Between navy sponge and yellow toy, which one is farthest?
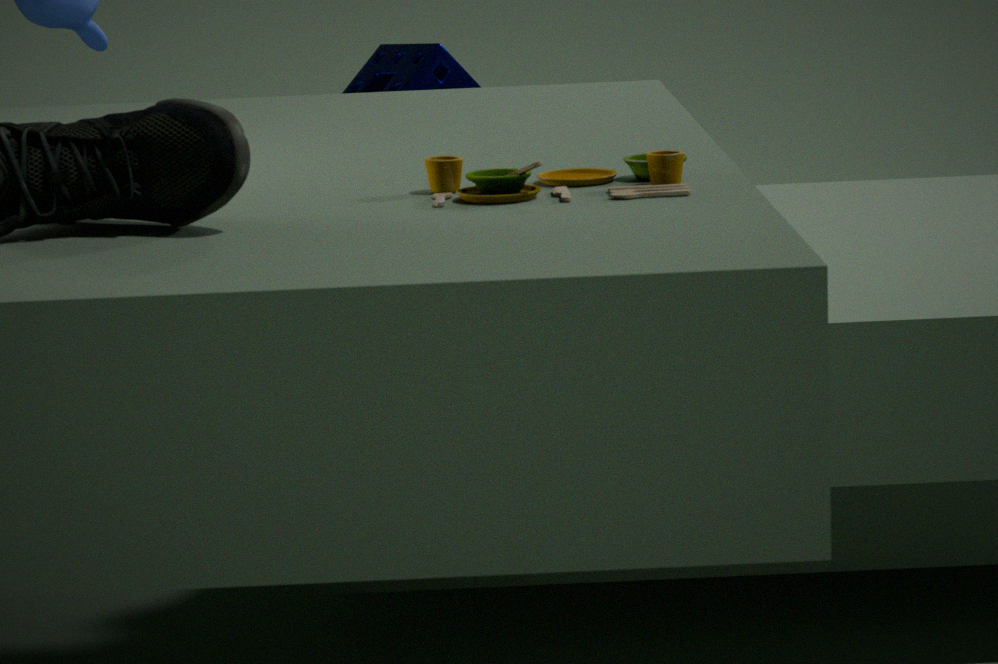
navy sponge
